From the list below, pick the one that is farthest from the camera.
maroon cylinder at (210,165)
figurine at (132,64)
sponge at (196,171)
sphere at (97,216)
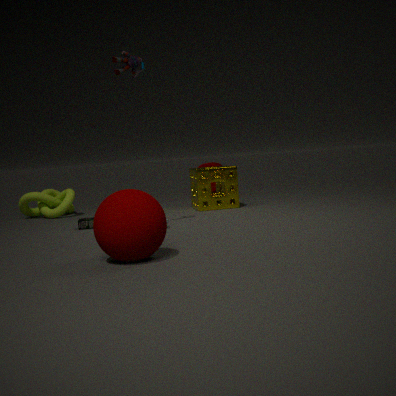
maroon cylinder at (210,165)
